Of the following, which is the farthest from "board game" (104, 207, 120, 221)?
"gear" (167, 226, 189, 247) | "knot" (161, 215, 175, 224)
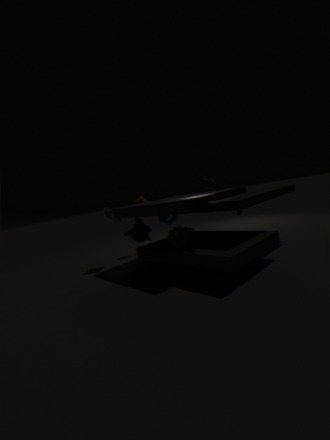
"gear" (167, 226, 189, 247)
